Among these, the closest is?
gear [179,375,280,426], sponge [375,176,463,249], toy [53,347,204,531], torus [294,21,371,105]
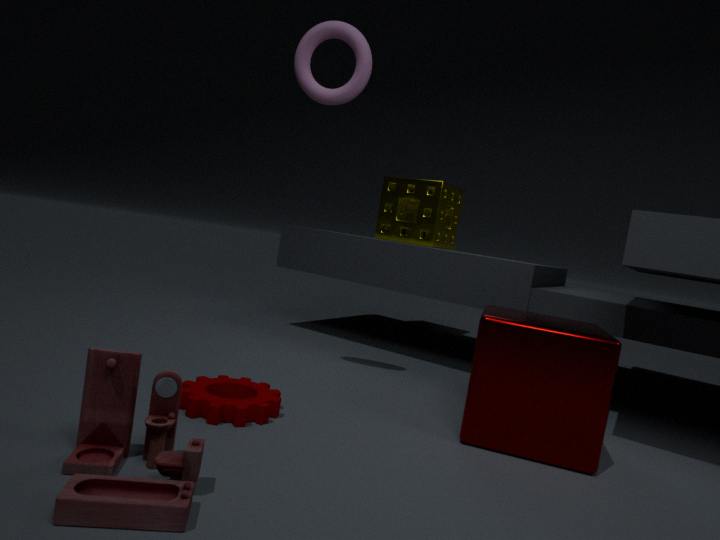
toy [53,347,204,531]
